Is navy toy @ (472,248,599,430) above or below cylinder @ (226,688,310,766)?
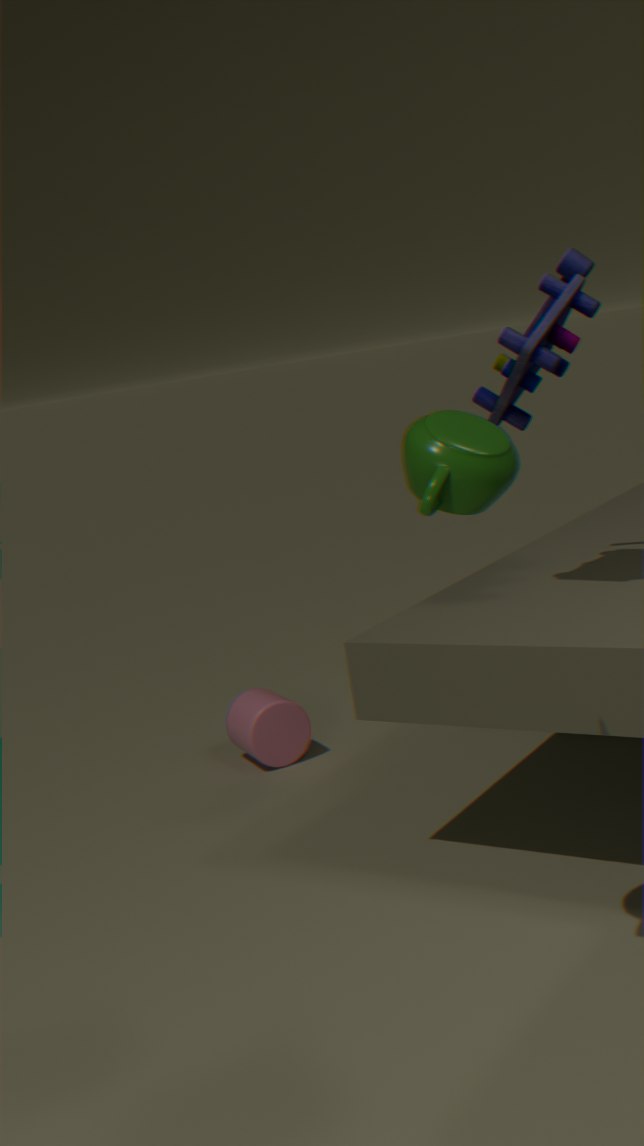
above
